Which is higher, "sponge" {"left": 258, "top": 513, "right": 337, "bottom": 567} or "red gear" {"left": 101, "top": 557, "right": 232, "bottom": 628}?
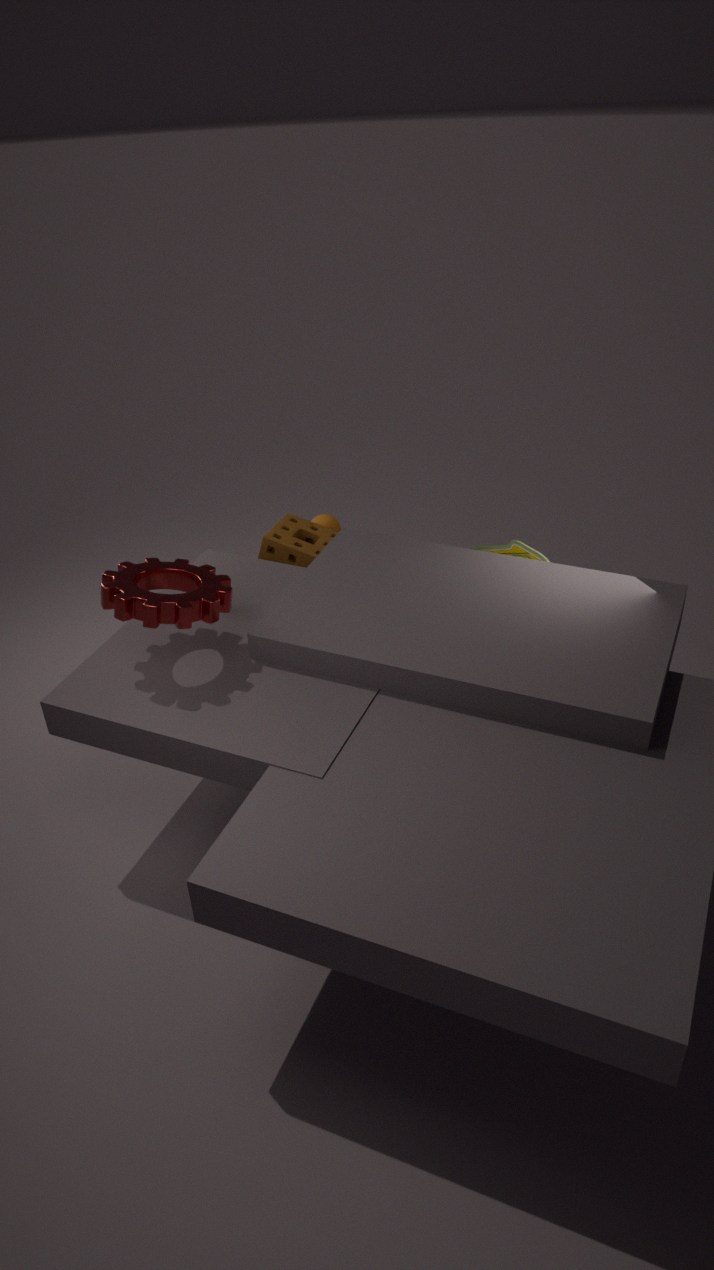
"red gear" {"left": 101, "top": 557, "right": 232, "bottom": 628}
